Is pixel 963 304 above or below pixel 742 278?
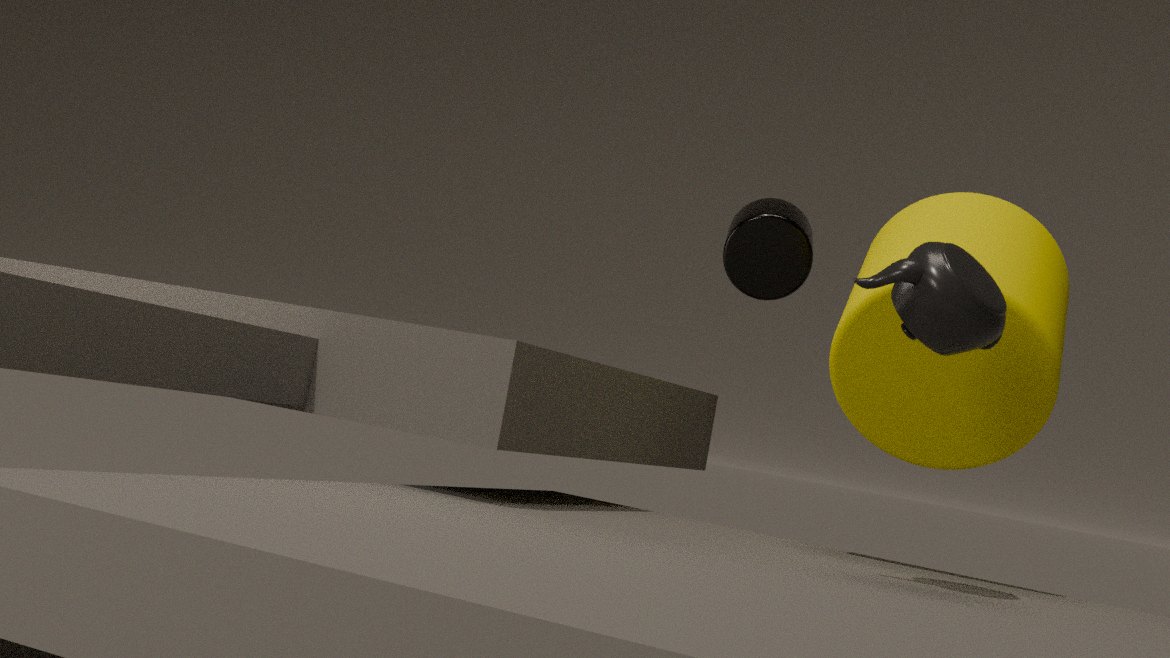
below
